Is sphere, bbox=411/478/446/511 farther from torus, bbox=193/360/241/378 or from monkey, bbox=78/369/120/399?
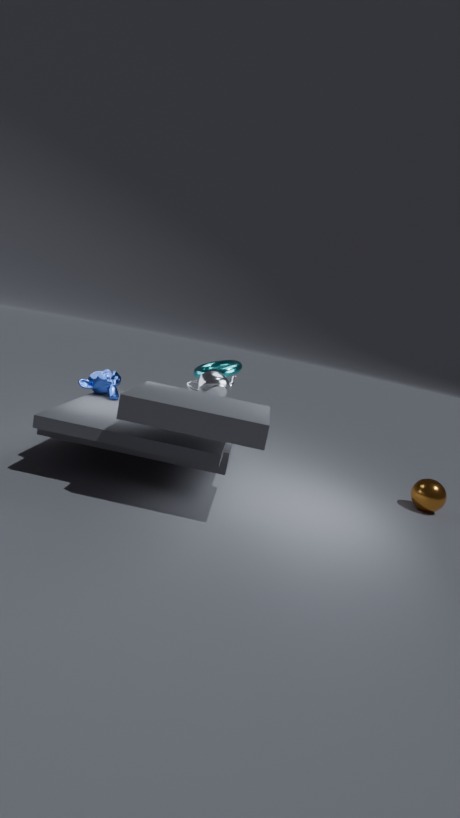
monkey, bbox=78/369/120/399
